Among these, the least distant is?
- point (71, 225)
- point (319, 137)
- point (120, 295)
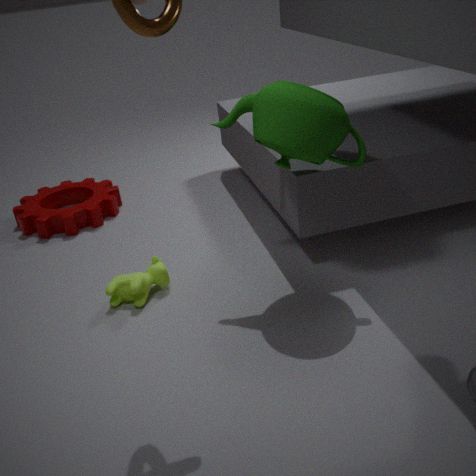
point (319, 137)
